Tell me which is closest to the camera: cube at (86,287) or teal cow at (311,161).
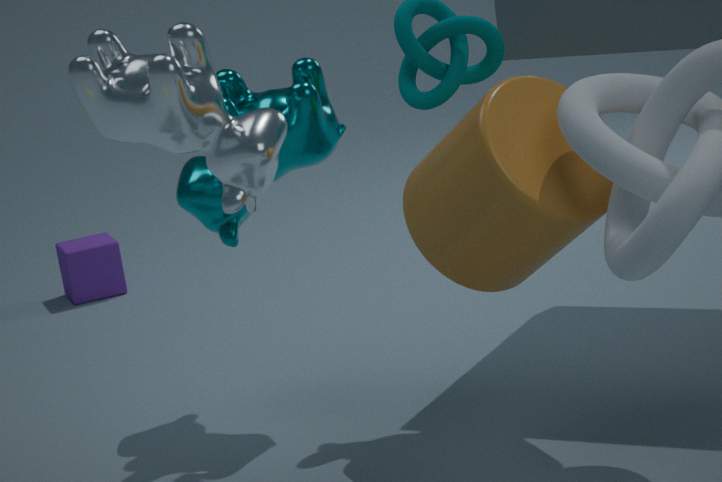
teal cow at (311,161)
